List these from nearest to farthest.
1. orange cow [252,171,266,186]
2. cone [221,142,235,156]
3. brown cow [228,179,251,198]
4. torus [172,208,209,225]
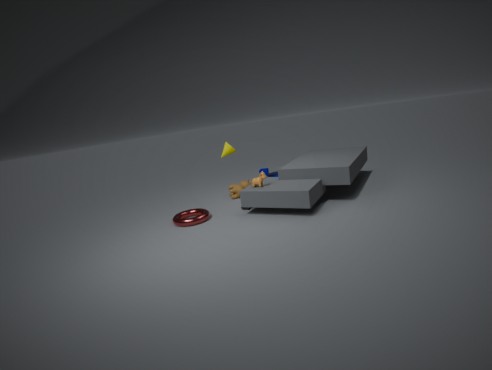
torus [172,208,209,225] → orange cow [252,171,266,186] → cone [221,142,235,156] → brown cow [228,179,251,198]
